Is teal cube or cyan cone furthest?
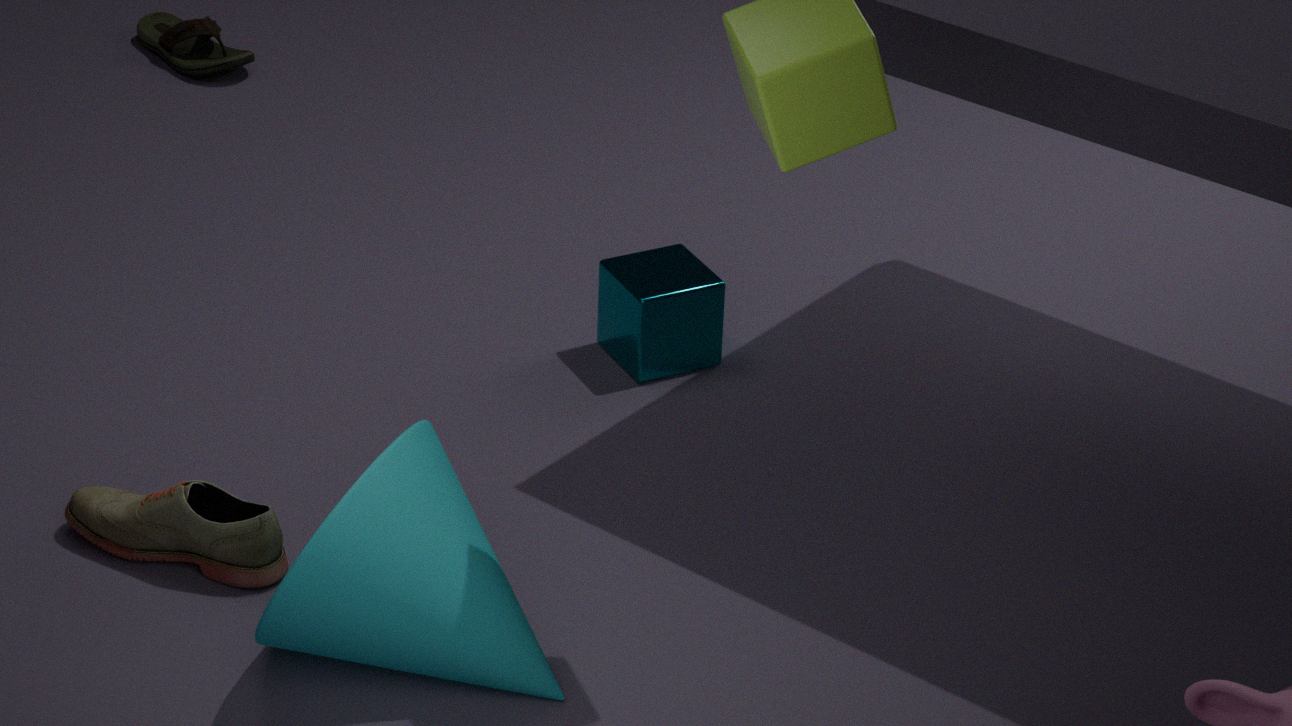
teal cube
